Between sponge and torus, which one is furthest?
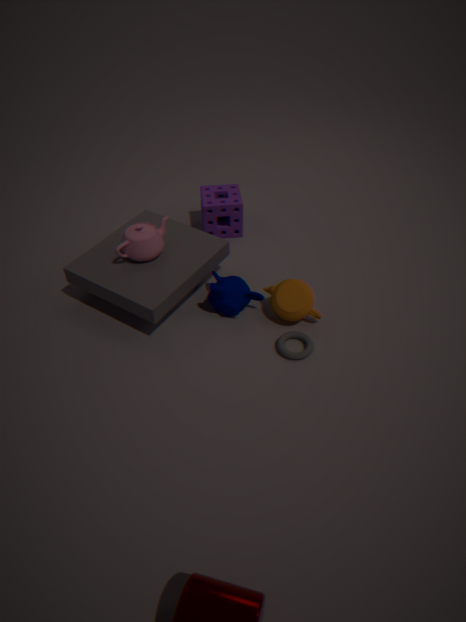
sponge
